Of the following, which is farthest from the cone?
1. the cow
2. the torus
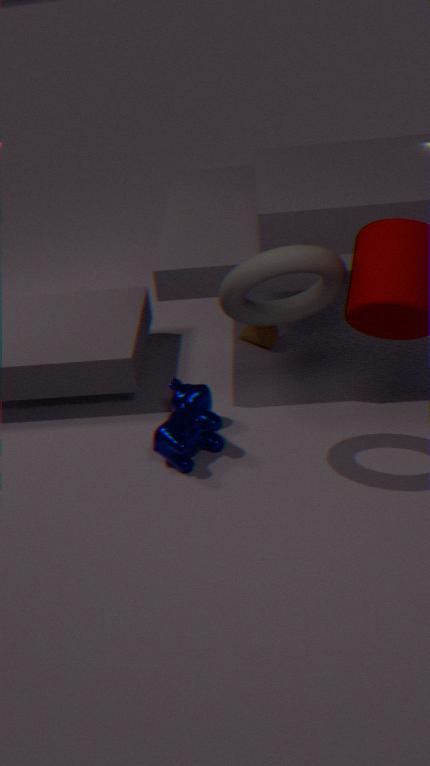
the torus
